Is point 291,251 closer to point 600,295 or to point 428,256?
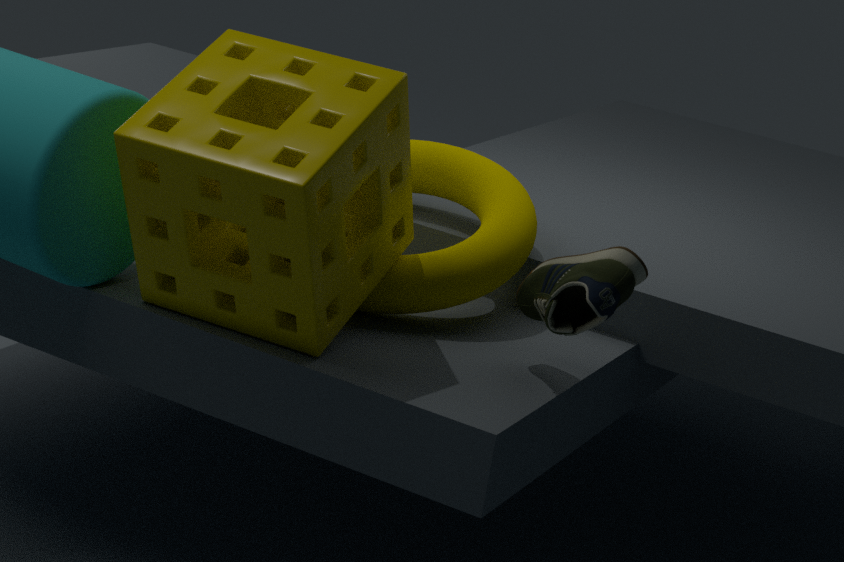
point 428,256
